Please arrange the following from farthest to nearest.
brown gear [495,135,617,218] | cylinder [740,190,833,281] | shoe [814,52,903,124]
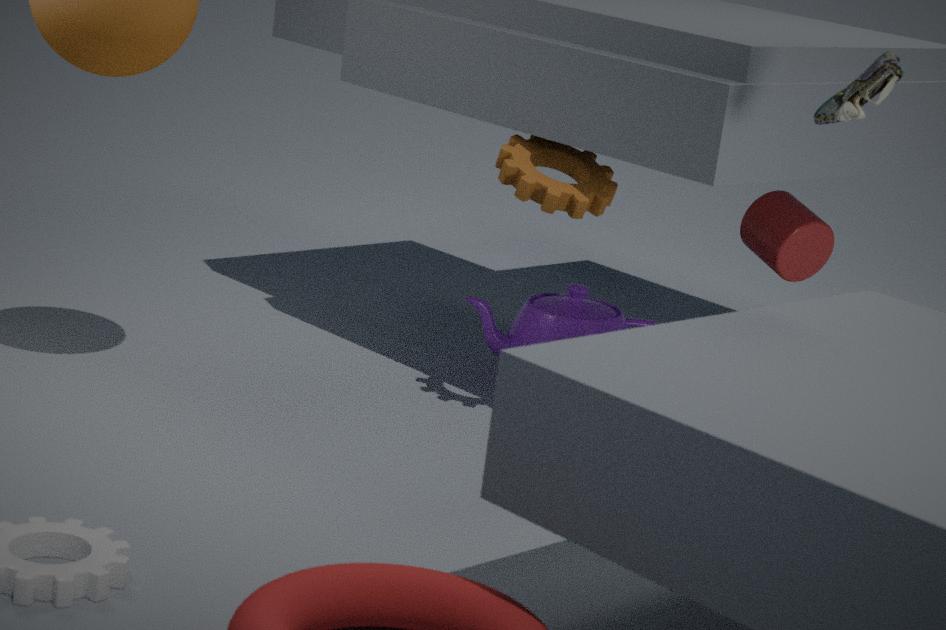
cylinder [740,190,833,281], brown gear [495,135,617,218], shoe [814,52,903,124]
